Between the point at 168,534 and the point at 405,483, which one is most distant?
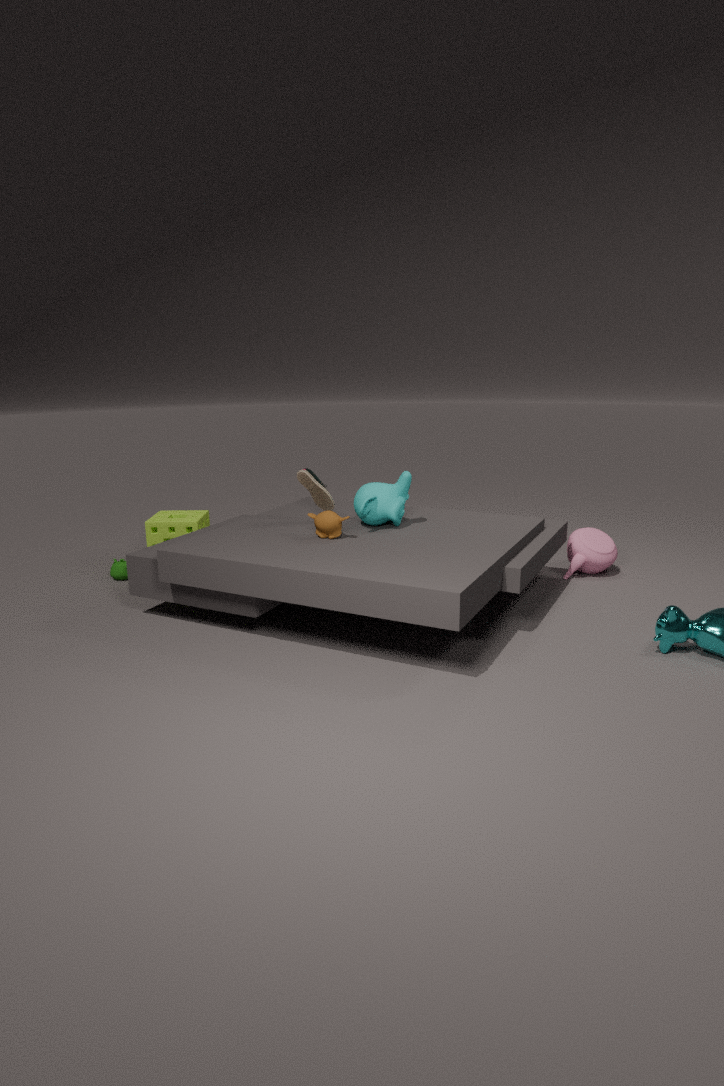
the point at 168,534
